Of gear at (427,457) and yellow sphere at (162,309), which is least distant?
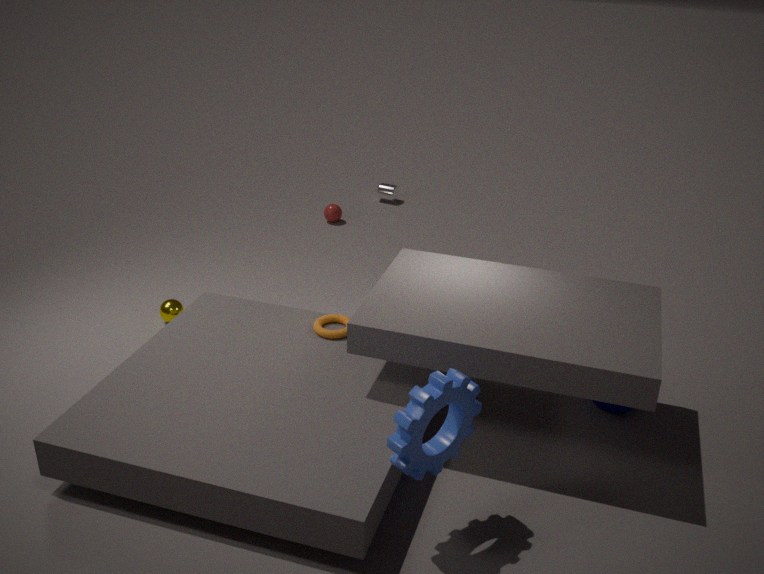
gear at (427,457)
